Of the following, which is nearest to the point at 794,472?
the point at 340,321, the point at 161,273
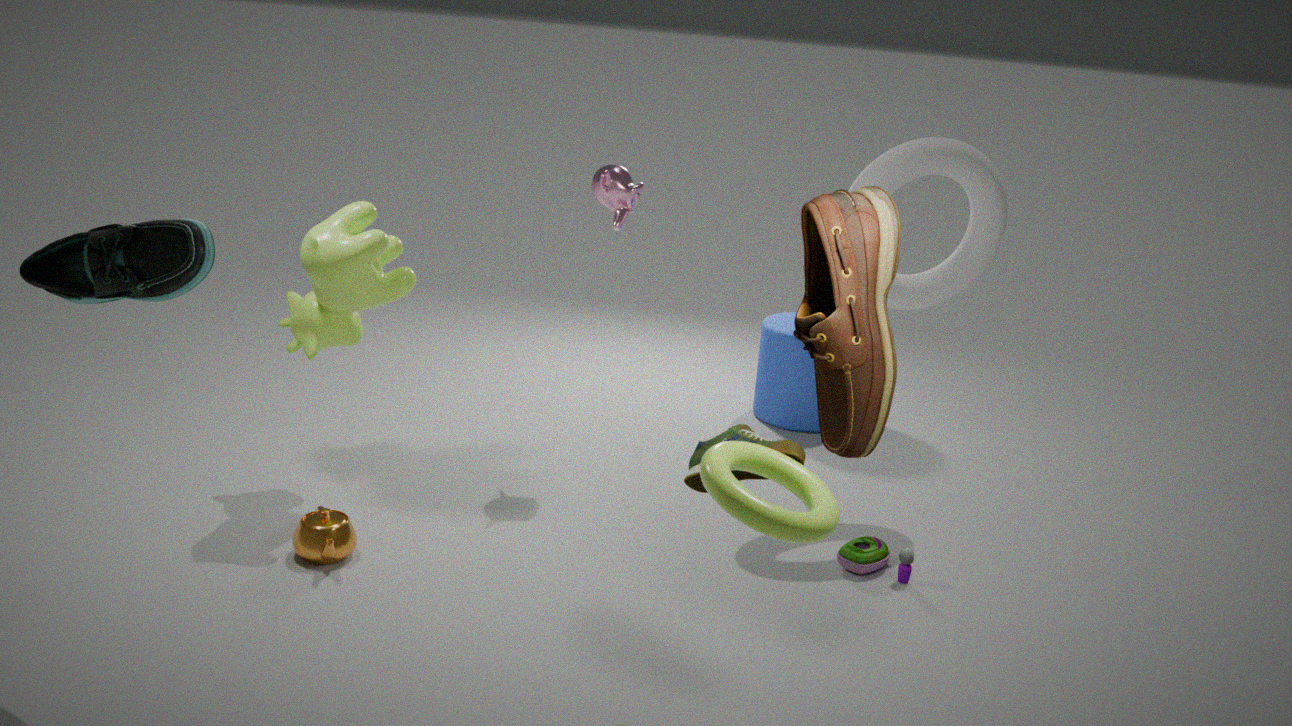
the point at 161,273
